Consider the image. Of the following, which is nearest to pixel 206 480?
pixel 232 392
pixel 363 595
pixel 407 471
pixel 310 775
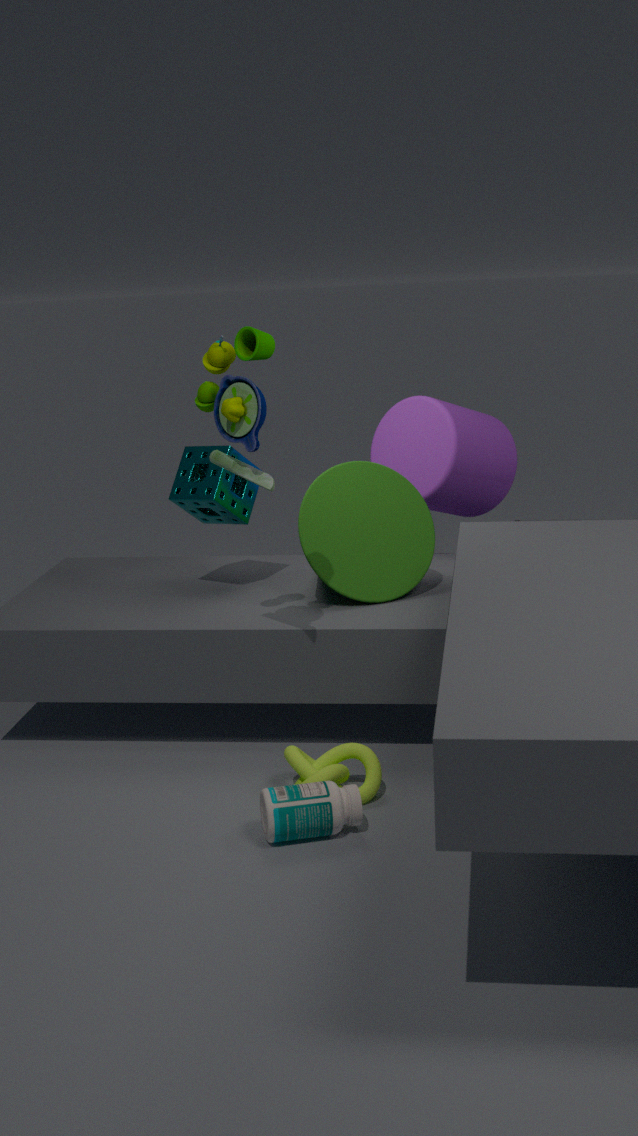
pixel 363 595
